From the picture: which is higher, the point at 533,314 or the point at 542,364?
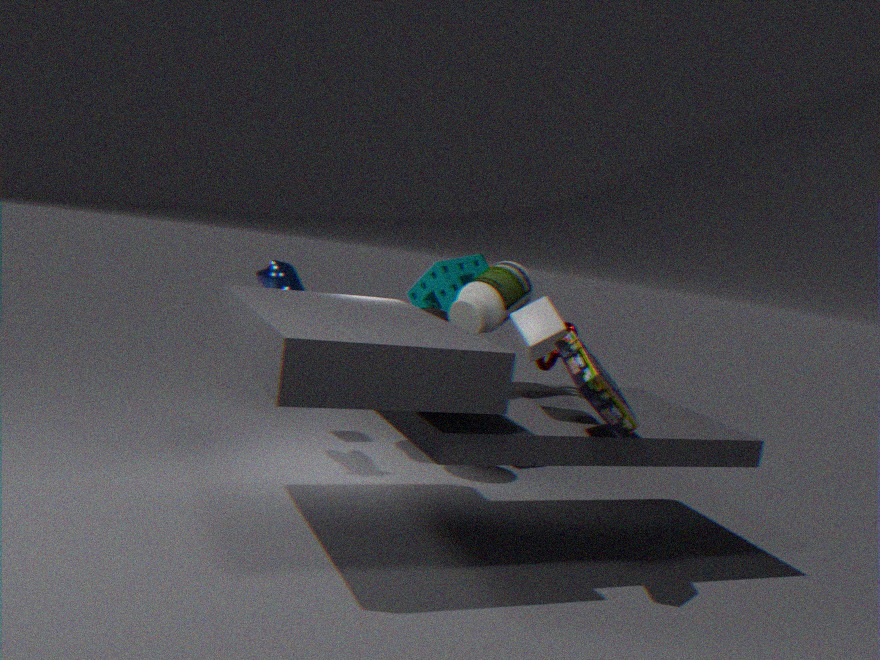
the point at 533,314
